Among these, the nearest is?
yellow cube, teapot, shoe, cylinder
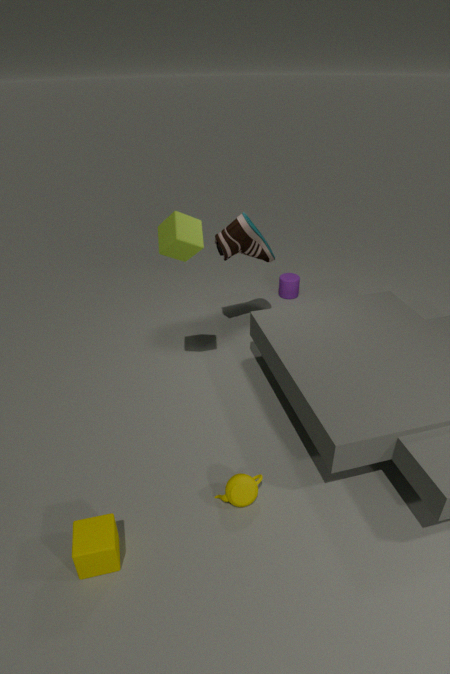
yellow cube
